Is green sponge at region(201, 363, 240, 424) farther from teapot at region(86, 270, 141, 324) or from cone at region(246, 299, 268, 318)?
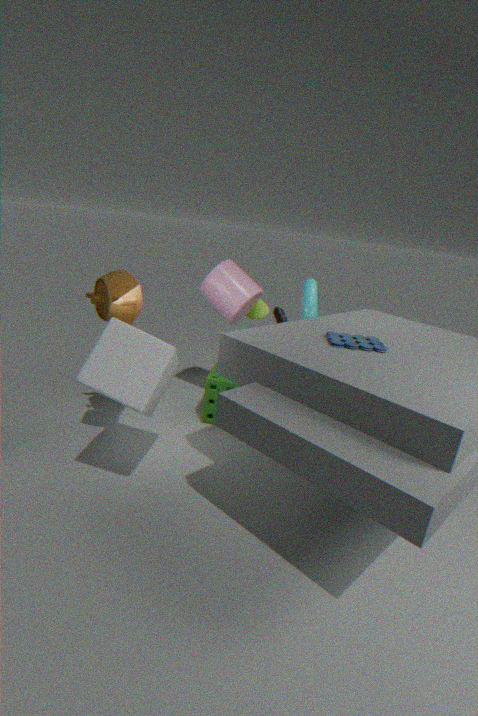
teapot at region(86, 270, 141, 324)
